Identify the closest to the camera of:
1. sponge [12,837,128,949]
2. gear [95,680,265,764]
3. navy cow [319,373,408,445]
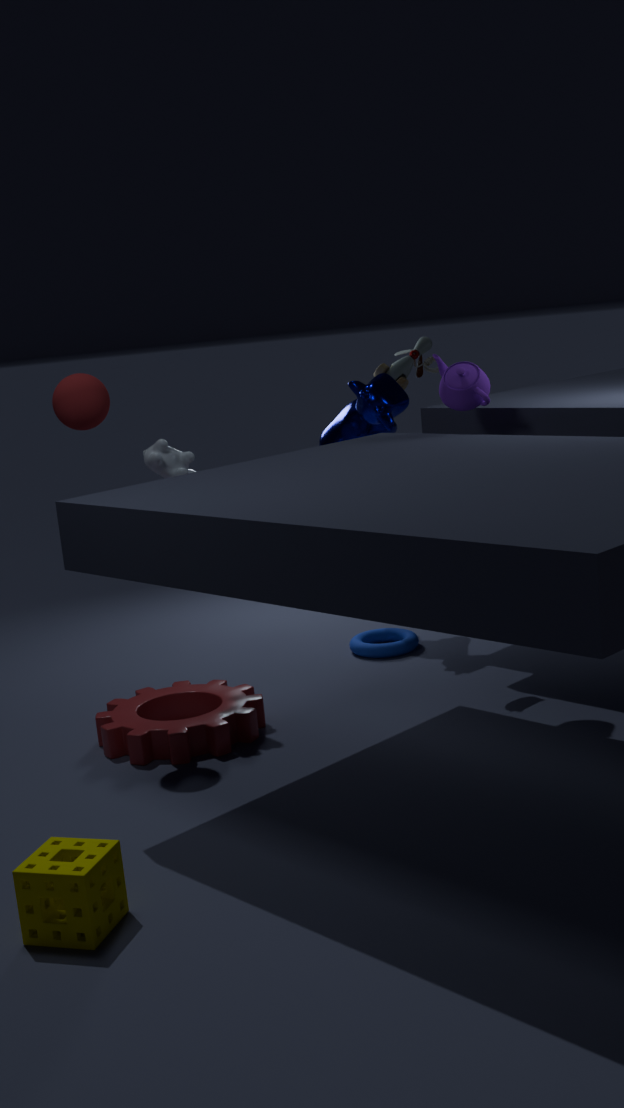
sponge [12,837,128,949]
